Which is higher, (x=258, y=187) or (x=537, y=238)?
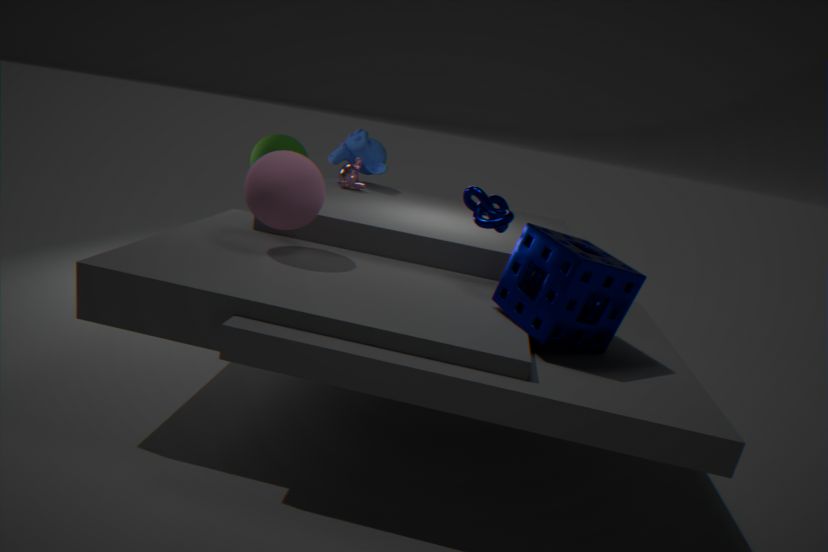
(x=258, y=187)
